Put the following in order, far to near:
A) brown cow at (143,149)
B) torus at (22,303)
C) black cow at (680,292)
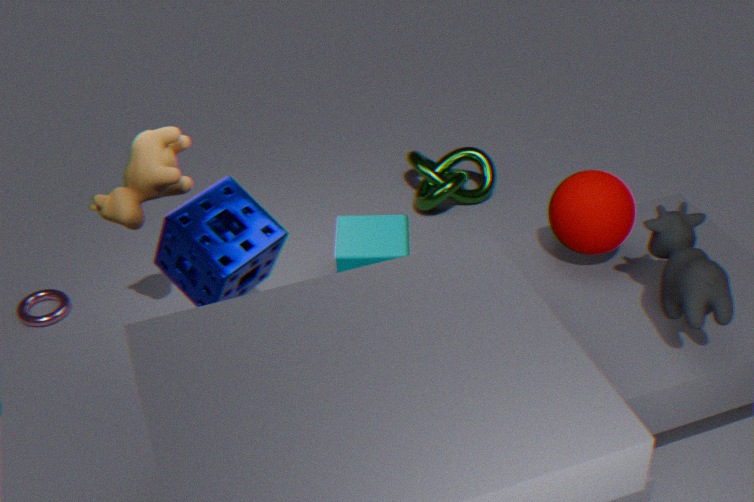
torus at (22,303), brown cow at (143,149), black cow at (680,292)
